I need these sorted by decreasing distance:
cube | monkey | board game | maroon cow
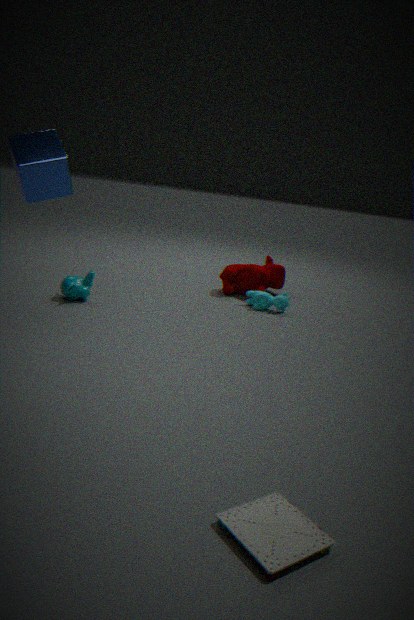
maroon cow < monkey < cube < board game
